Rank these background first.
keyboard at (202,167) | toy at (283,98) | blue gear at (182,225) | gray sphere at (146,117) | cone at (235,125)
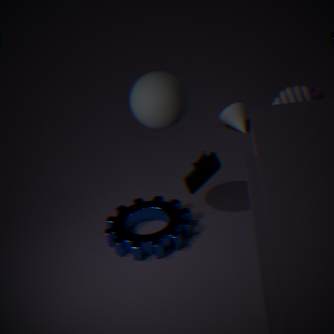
cone at (235,125), blue gear at (182,225), gray sphere at (146,117), keyboard at (202,167), toy at (283,98)
